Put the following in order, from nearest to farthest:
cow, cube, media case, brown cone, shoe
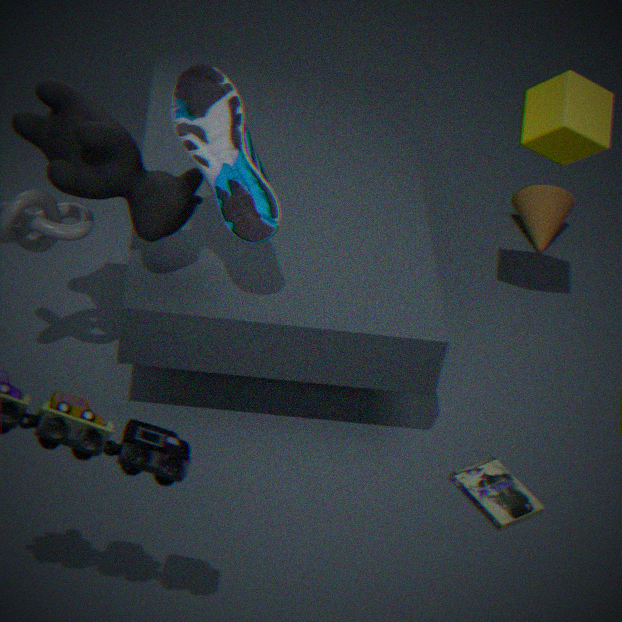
cow, shoe, media case, cube, brown cone
